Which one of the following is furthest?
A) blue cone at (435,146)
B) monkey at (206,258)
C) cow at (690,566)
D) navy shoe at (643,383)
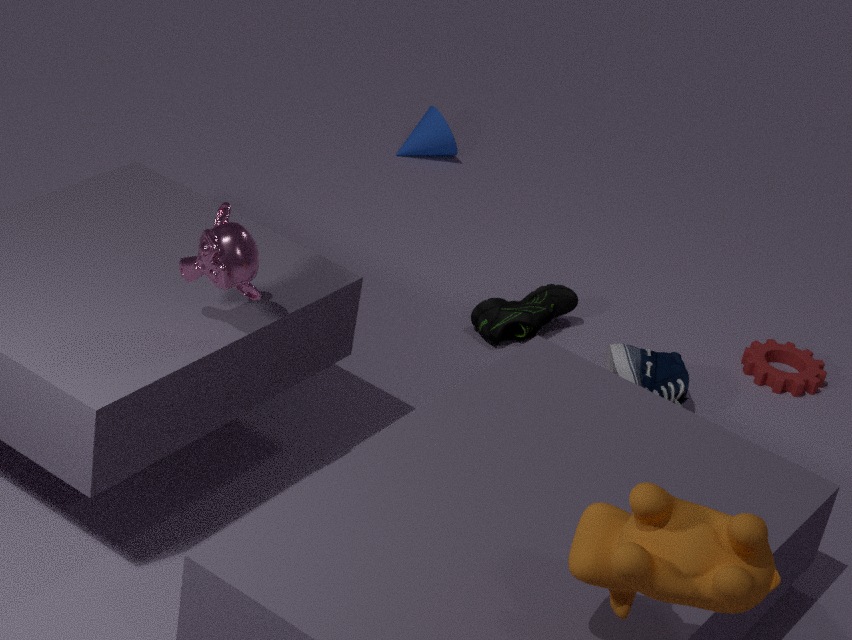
blue cone at (435,146)
